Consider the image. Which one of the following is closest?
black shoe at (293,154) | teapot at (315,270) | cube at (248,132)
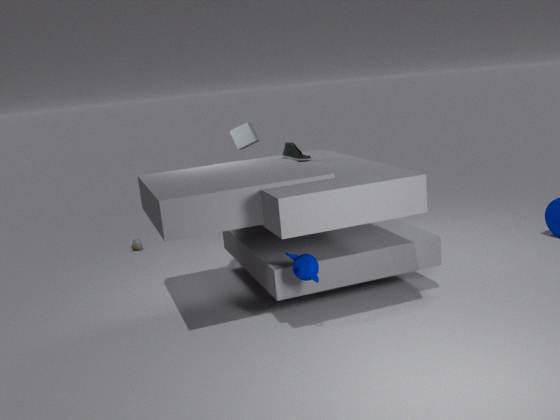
teapot at (315,270)
